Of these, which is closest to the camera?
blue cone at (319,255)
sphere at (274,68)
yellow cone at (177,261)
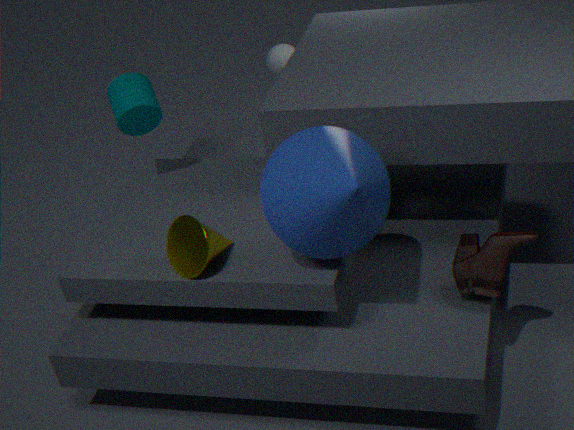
blue cone at (319,255)
